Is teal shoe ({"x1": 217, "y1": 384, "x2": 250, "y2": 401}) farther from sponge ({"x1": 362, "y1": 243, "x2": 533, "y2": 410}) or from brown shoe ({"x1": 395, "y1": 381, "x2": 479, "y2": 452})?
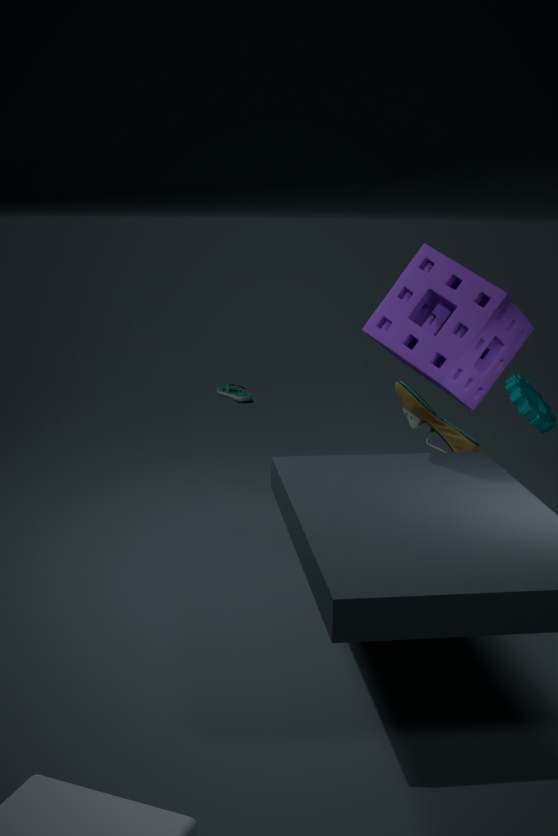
sponge ({"x1": 362, "y1": 243, "x2": 533, "y2": 410})
